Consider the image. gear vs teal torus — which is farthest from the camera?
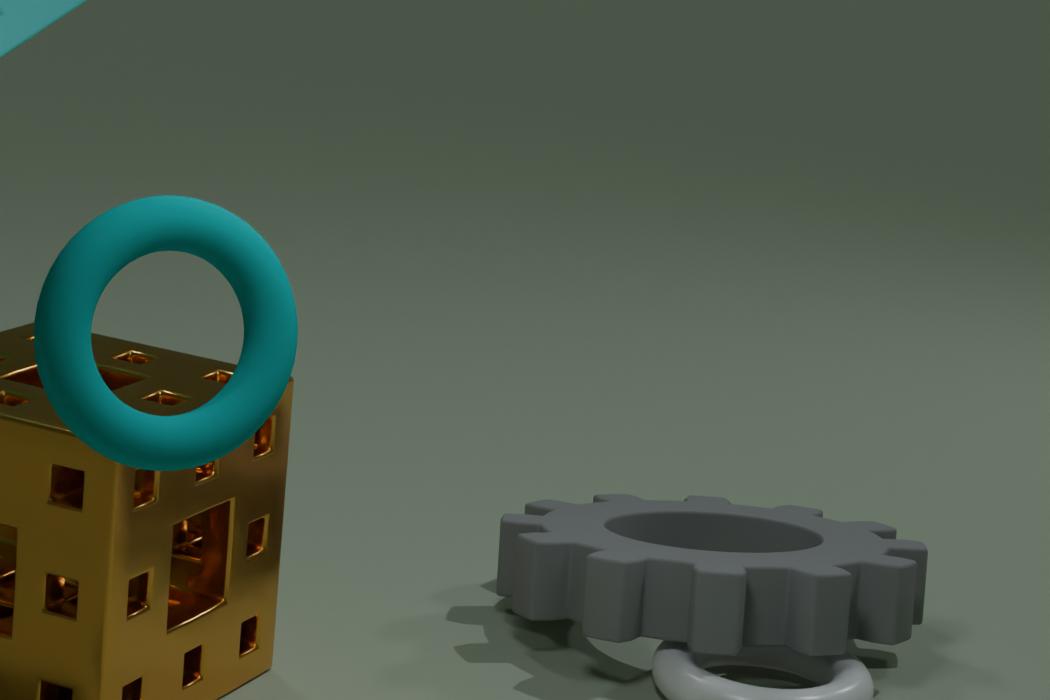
gear
